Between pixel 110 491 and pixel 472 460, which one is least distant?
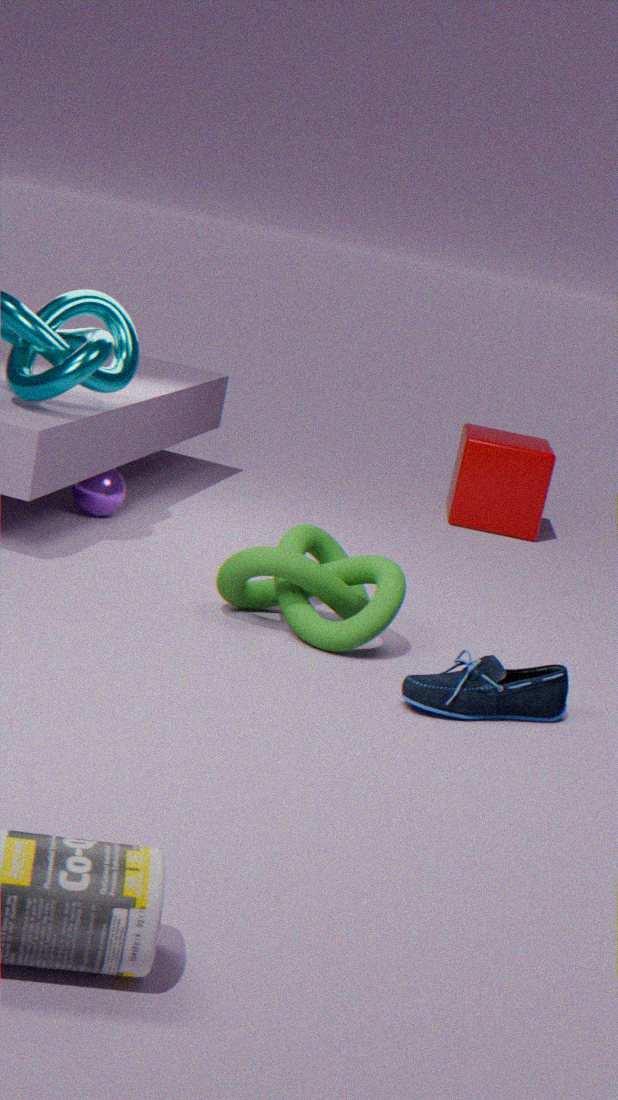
pixel 110 491
